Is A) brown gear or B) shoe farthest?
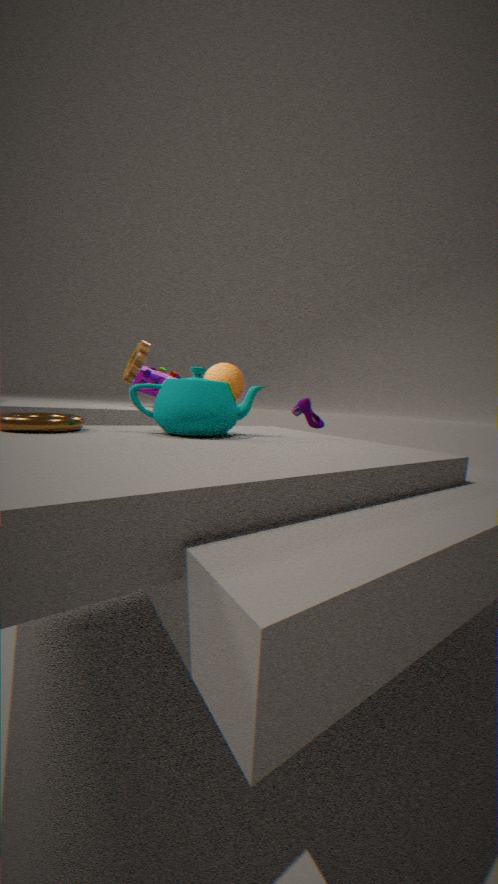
B. shoe
